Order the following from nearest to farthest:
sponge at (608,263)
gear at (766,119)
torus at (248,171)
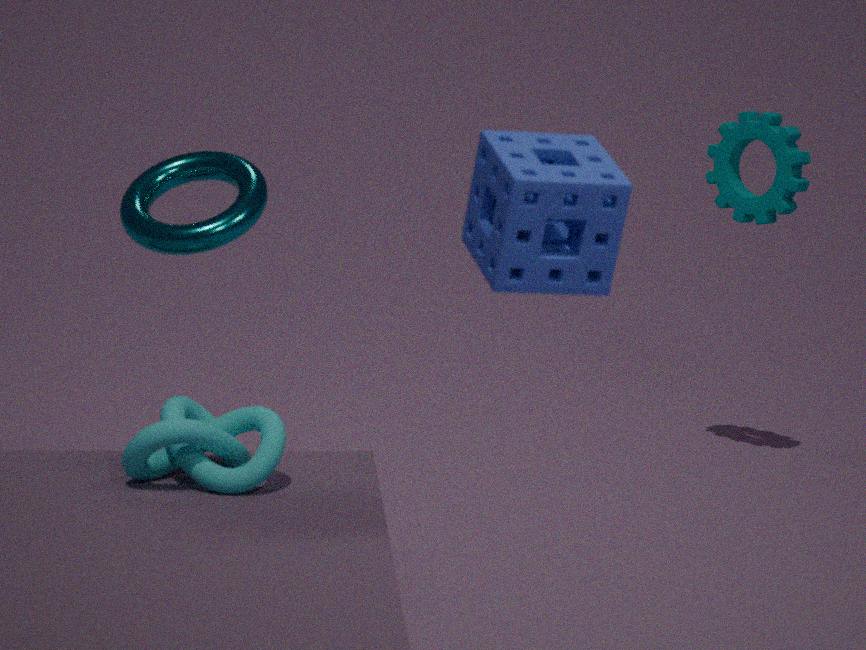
sponge at (608,263)
torus at (248,171)
gear at (766,119)
